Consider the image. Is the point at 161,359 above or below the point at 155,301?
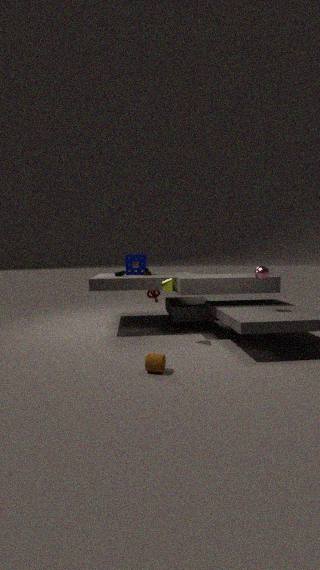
below
